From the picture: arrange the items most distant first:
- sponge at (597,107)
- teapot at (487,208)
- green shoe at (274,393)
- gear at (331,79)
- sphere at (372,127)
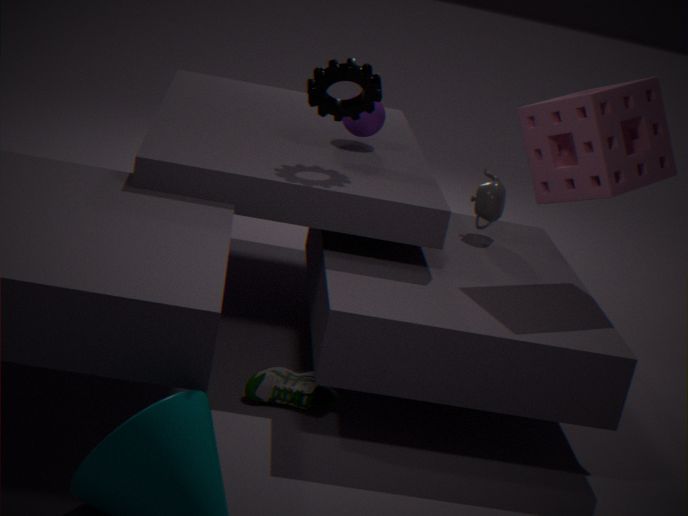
sphere at (372,127), teapot at (487,208), gear at (331,79), sponge at (597,107), green shoe at (274,393)
